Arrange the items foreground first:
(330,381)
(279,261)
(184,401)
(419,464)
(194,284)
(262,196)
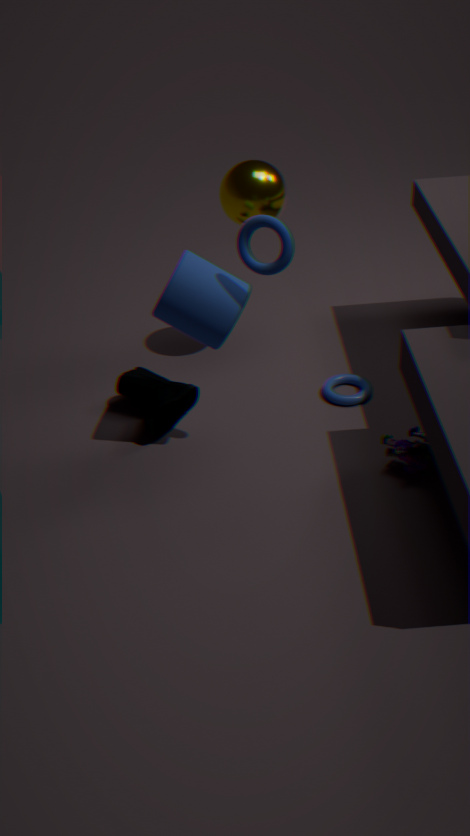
(279,261), (194,284), (419,464), (262,196), (184,401), (330,381)
